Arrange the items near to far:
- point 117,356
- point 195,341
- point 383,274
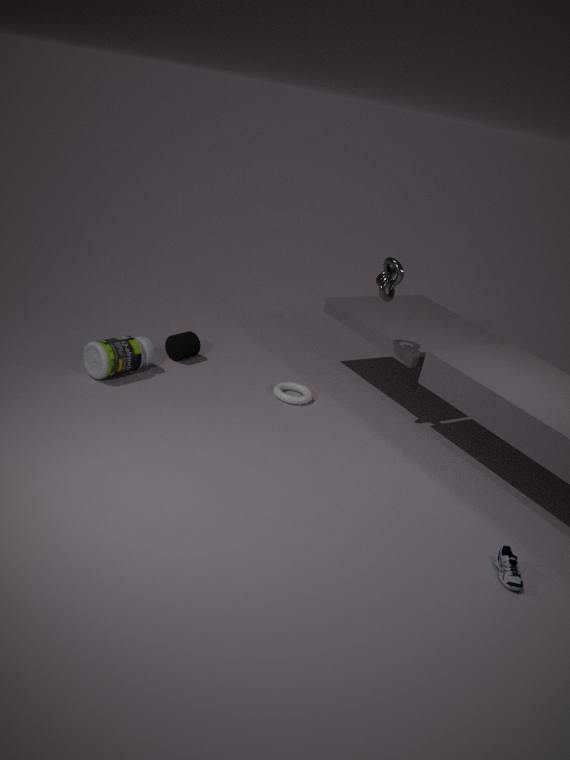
point 383,274
point 117,356
point 195,341
